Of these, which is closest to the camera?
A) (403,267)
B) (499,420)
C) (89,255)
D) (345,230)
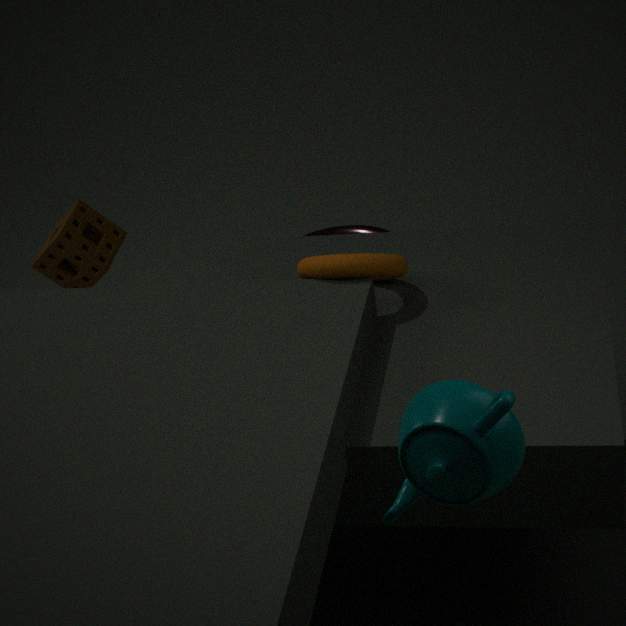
(499,420)
